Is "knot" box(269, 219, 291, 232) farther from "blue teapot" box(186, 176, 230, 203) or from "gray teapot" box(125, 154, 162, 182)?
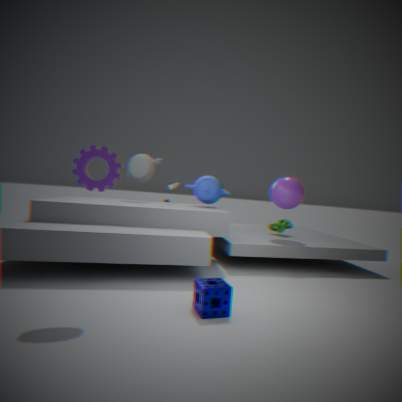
"gray teapot" box(125, 154, 162, 182)
